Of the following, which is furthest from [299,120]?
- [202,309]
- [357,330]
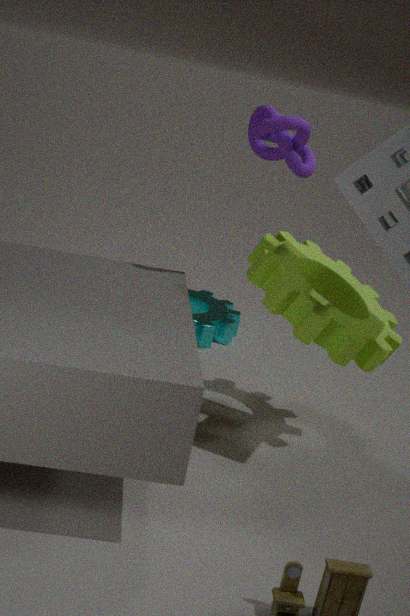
[202,309]
